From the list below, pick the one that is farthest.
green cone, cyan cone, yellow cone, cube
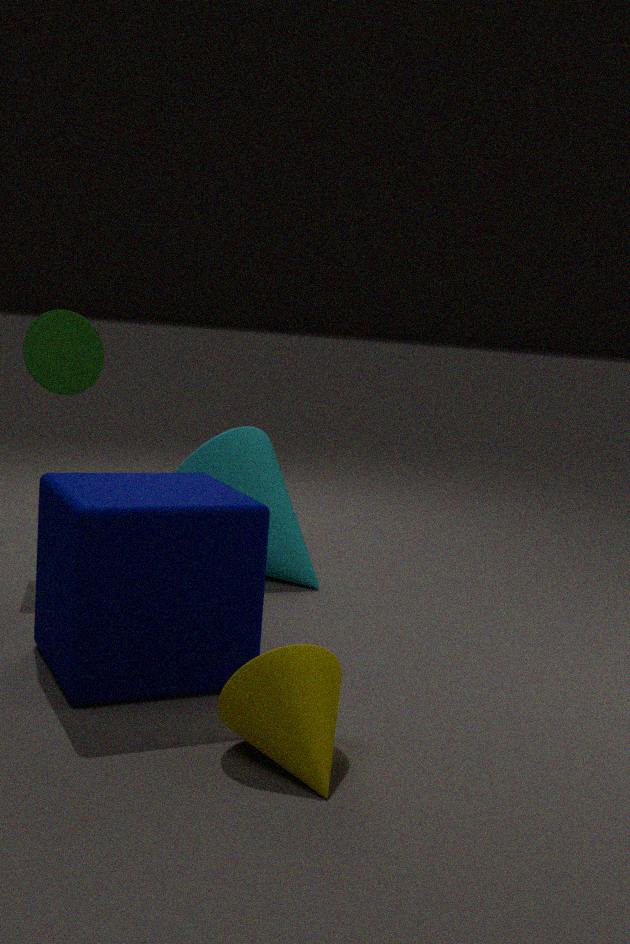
cyan cone
